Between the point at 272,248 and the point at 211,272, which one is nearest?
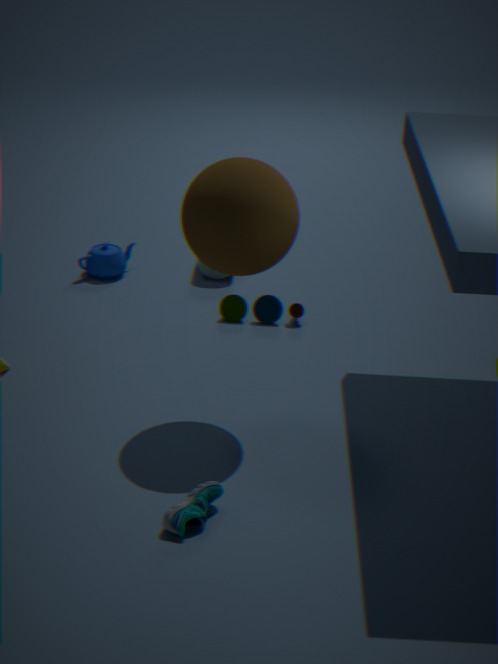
the point at 272,248
